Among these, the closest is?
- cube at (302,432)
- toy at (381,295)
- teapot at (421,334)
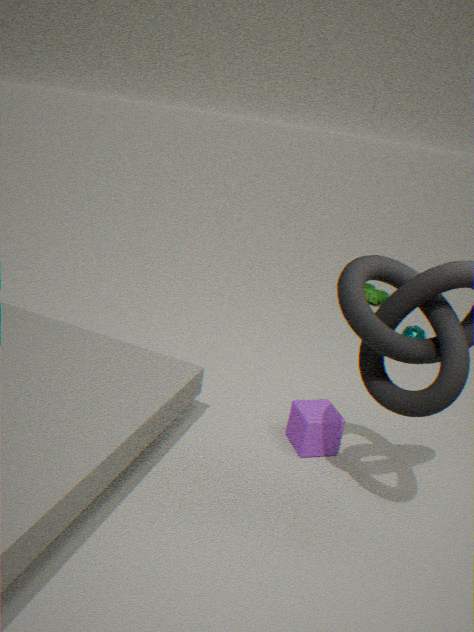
cube at (302,432)
